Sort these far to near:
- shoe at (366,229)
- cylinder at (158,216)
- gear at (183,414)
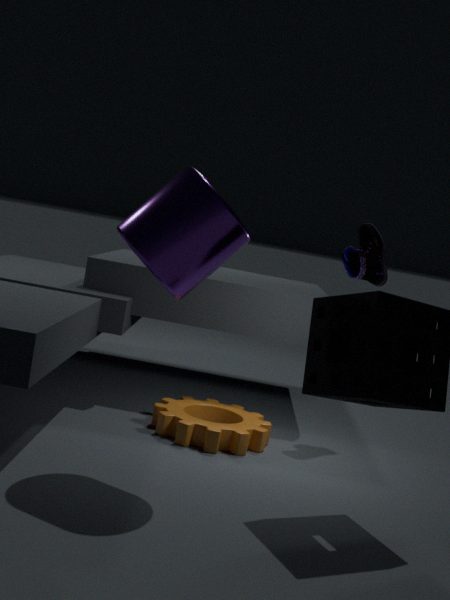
shoe at (366,229)
gear at (183,414)
cylinder at (158,216)
